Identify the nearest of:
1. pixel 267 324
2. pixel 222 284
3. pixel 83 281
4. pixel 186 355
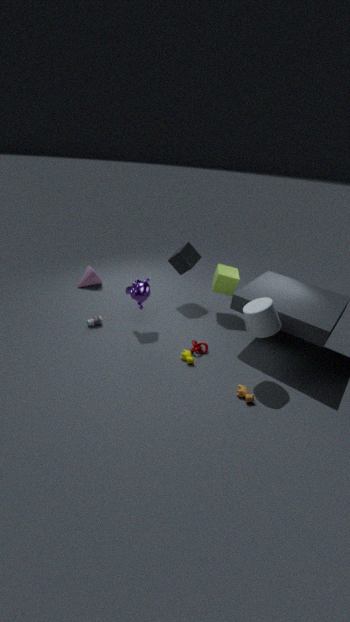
pixel 267 324
